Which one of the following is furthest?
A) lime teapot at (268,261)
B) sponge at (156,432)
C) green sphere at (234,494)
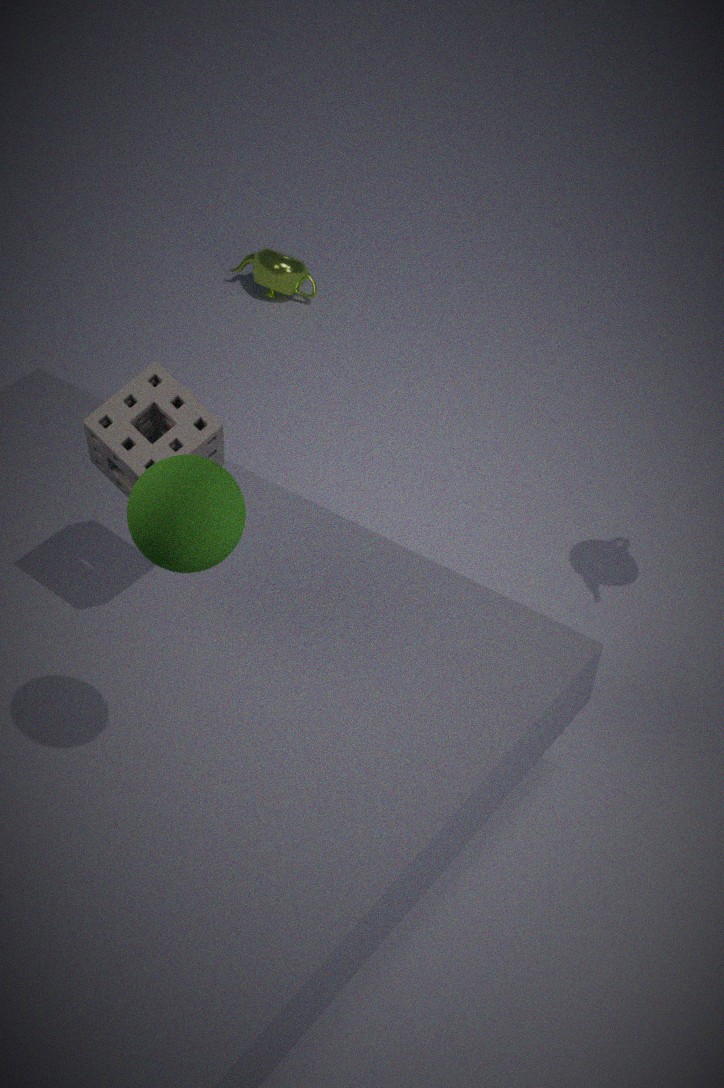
lime teapot at (268,261)
